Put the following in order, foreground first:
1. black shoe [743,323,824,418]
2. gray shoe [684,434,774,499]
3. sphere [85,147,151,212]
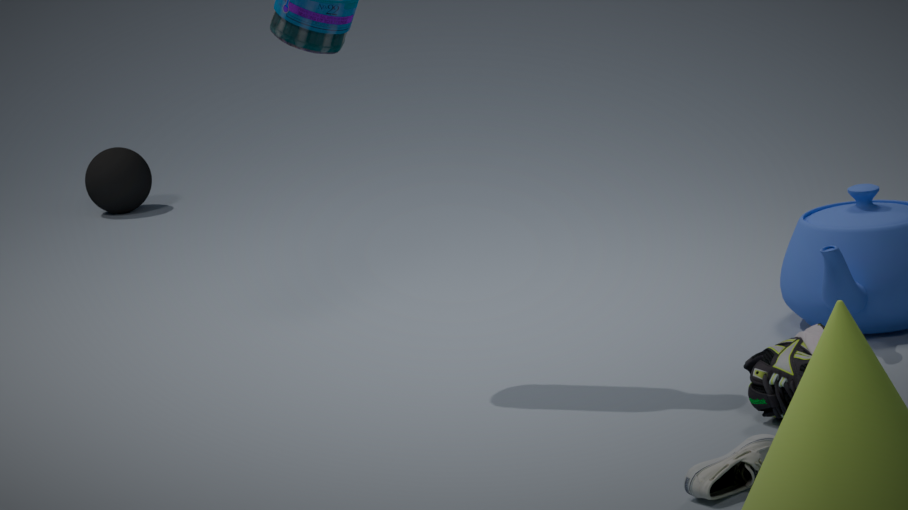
gray shoe [684,434,774,499] < black shoe [743,323,824,418] < sphere [85,147,151,212]
